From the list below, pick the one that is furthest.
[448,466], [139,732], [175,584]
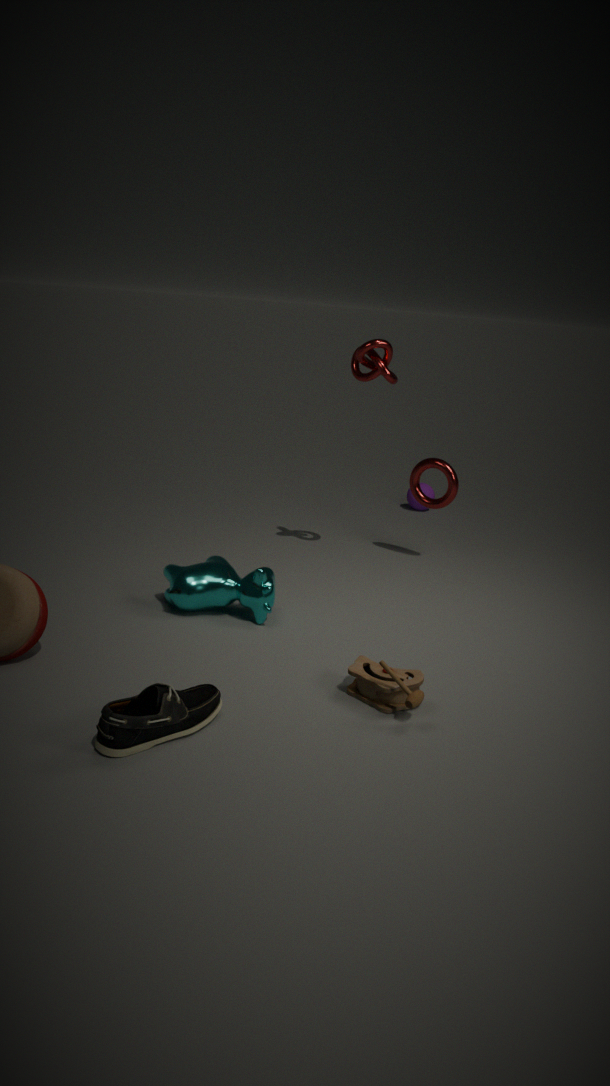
[448,466]
